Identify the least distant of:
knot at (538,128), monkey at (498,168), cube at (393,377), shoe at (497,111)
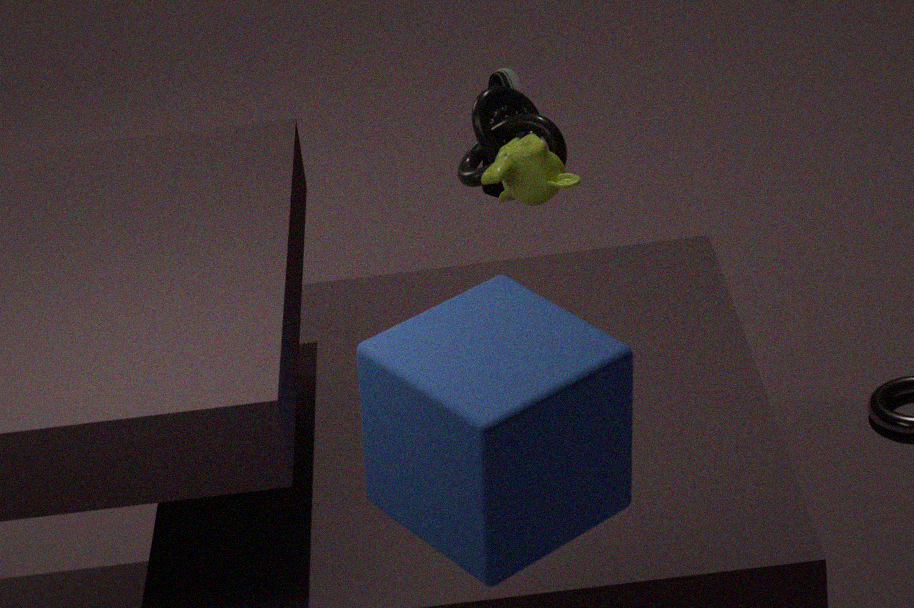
cube at (393,377)
